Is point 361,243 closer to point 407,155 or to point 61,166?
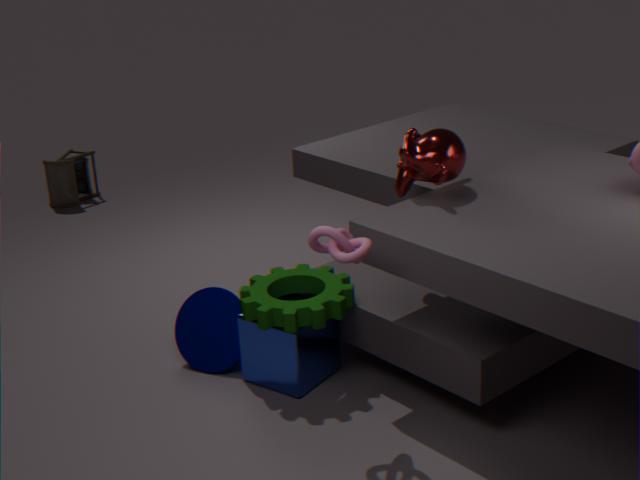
point 407,155
